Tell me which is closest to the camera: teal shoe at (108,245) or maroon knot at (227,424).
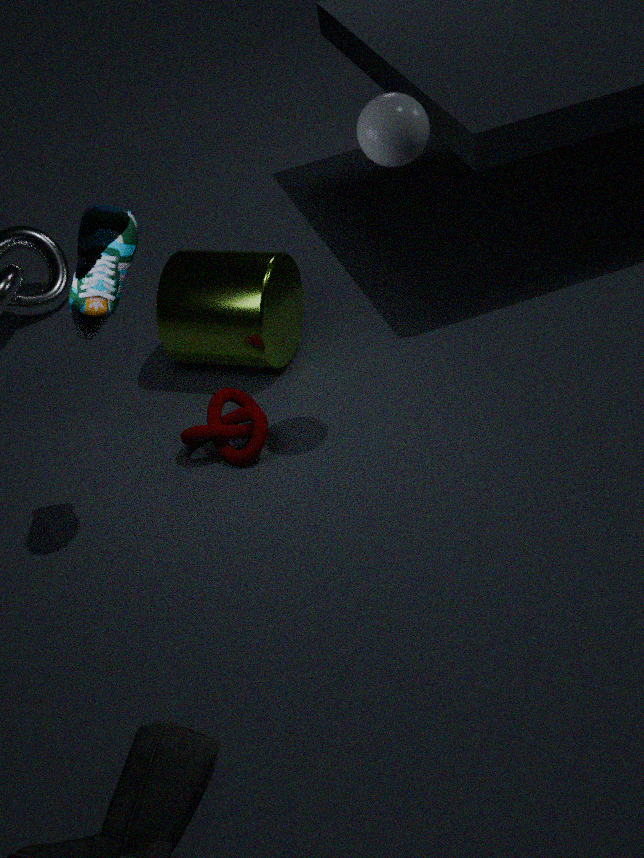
teal shoe at (108,245)
